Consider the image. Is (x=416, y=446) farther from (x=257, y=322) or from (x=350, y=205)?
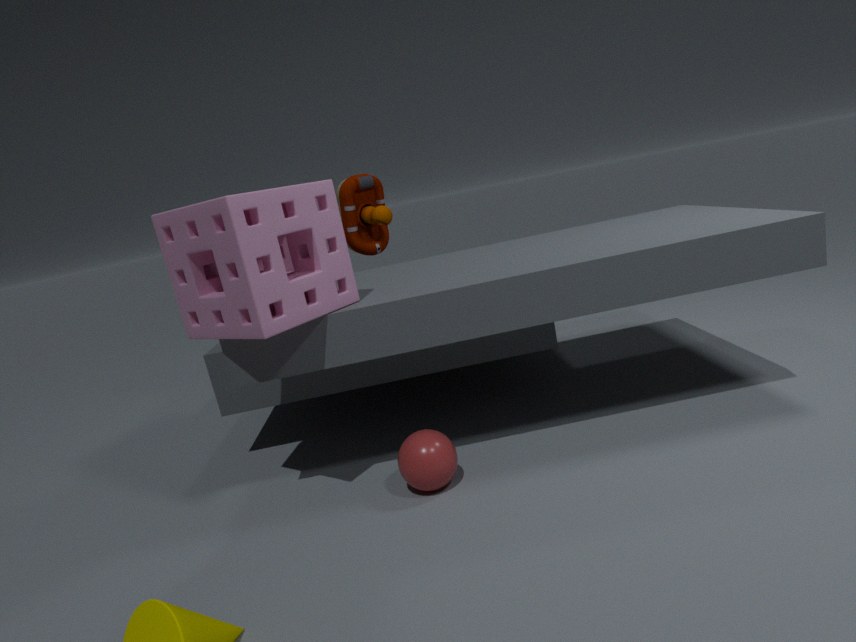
(x=350, y=205)
